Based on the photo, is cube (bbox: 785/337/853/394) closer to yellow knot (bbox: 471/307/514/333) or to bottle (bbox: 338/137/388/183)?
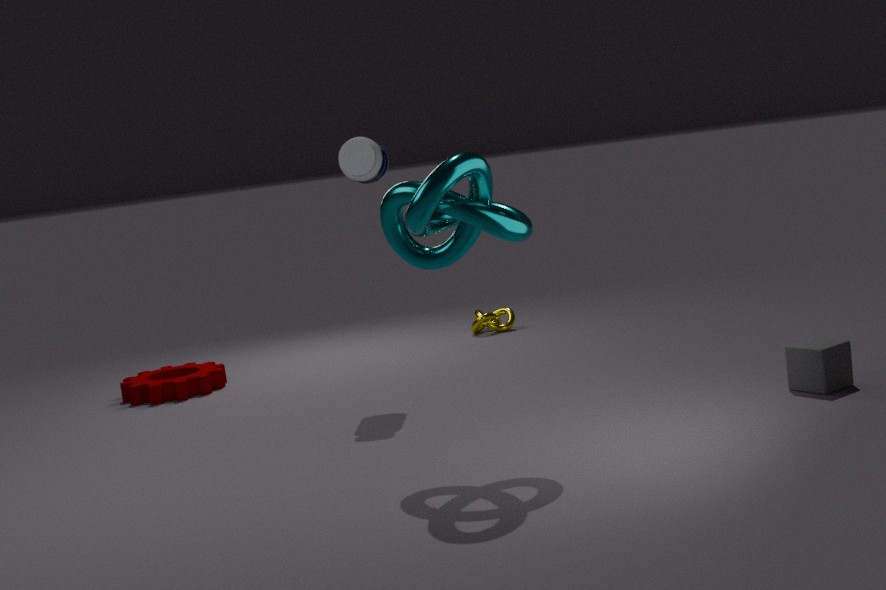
bottle (bbox: 338/137/388/183)
